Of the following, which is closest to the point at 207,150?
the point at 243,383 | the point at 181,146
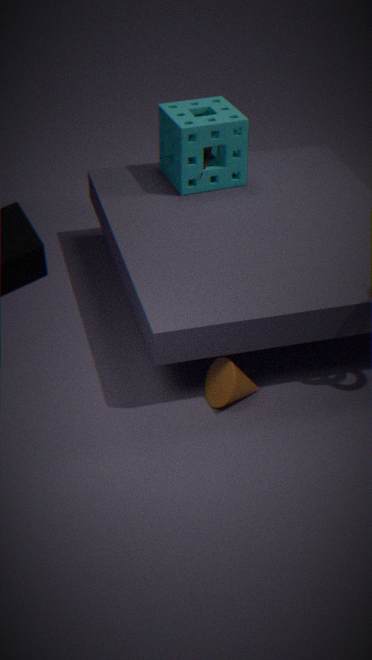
the point at 181,146
